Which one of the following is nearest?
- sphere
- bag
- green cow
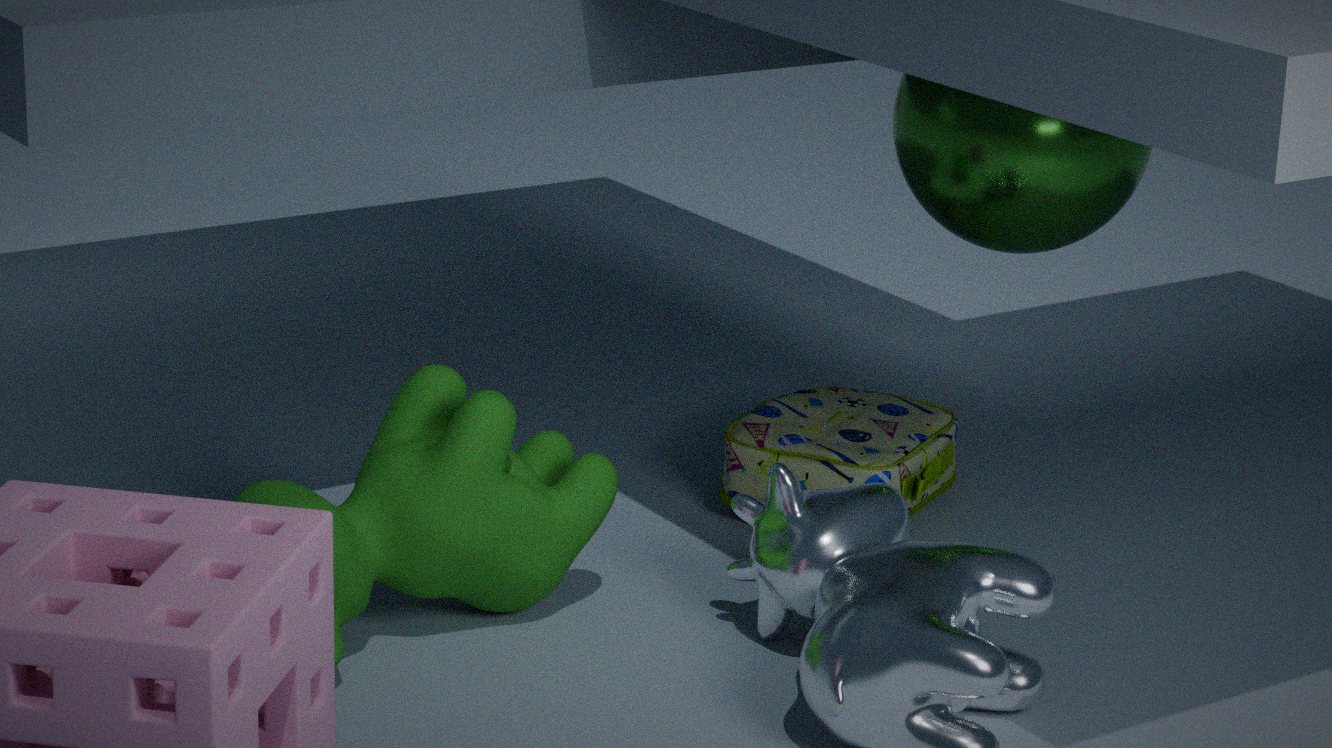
green cow
